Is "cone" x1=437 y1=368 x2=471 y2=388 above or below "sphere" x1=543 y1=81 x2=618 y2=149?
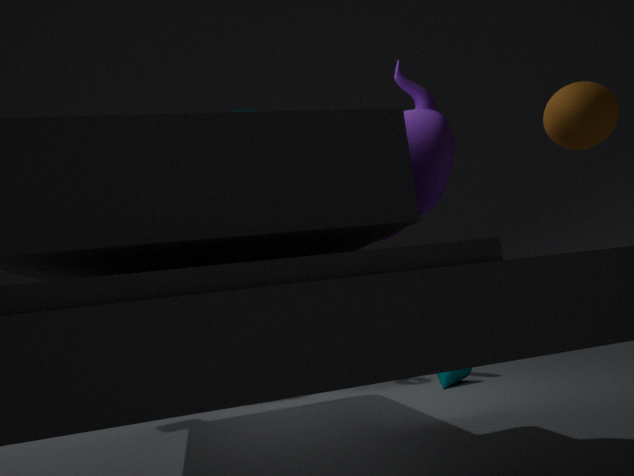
below
